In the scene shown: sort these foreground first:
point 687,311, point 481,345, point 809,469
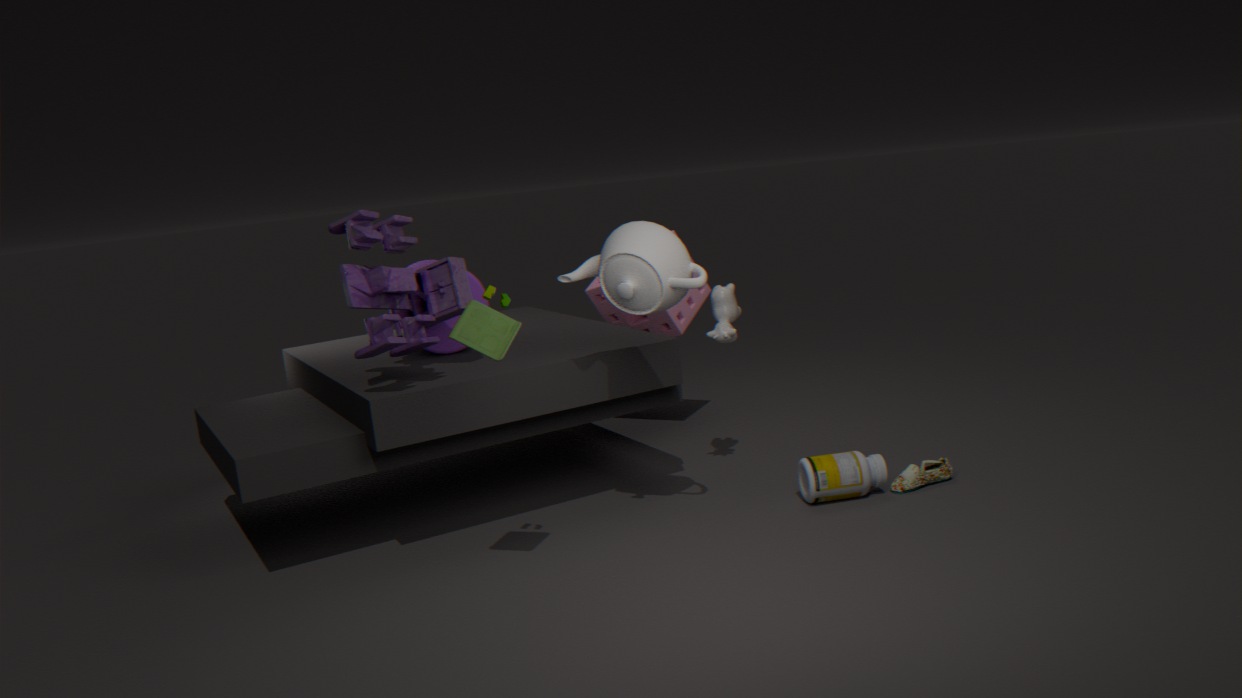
point 481,345 < point 809,469 < point 687,311
